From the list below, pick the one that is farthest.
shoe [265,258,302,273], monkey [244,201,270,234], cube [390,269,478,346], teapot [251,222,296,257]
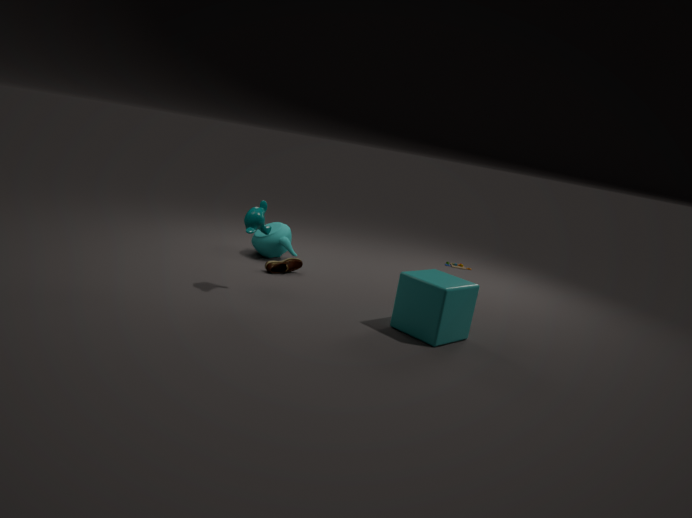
teapot [251,222,296,257]
